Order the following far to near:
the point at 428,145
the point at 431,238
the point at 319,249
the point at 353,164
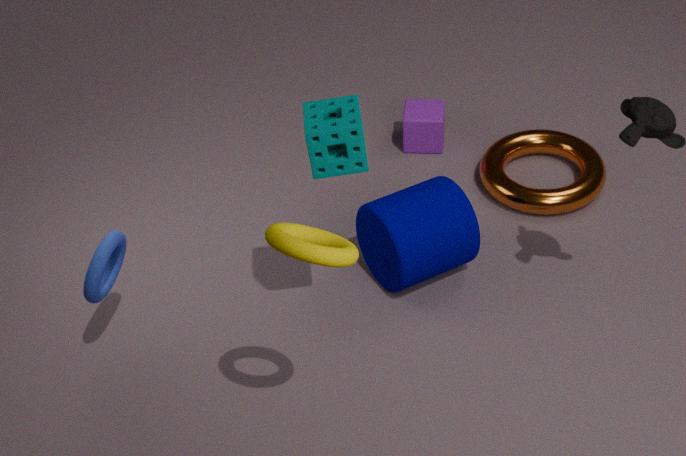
the point at 428,145, the point at 431,238, the point at 353,164, the point at 319,249
